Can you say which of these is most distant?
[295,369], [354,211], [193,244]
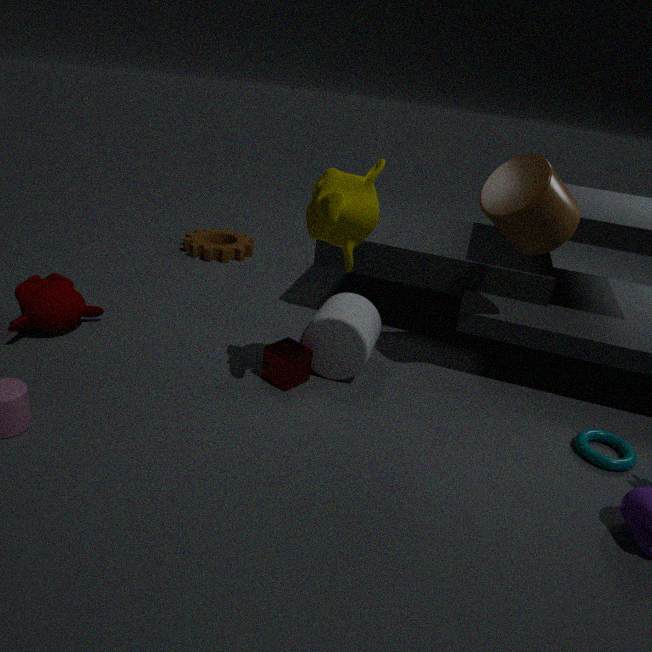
[193,244]
